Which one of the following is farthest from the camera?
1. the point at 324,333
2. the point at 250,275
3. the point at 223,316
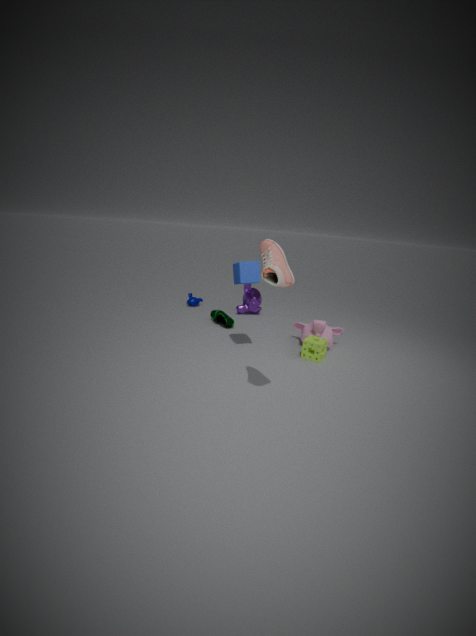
the point at 223,316
